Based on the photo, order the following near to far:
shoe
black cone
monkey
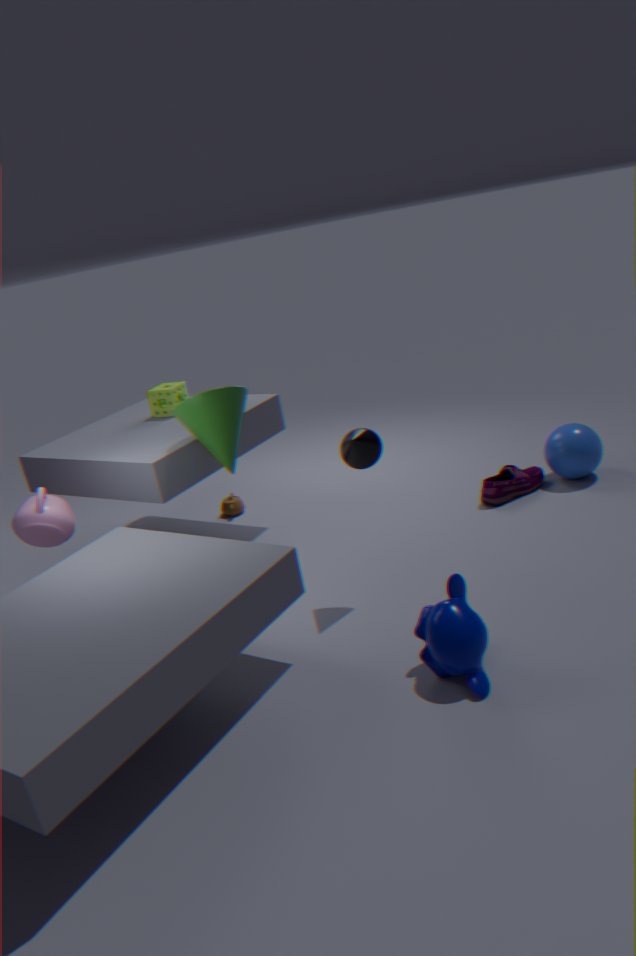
monkey, black cone, shoe
